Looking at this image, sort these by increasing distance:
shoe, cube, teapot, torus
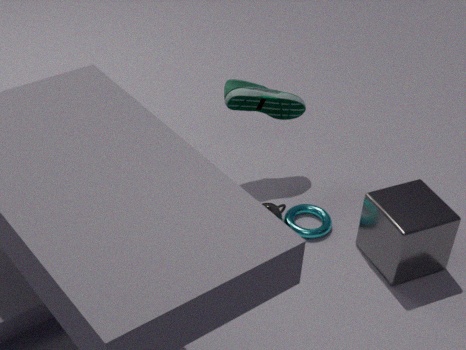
cube → torus → teapot → shoe
